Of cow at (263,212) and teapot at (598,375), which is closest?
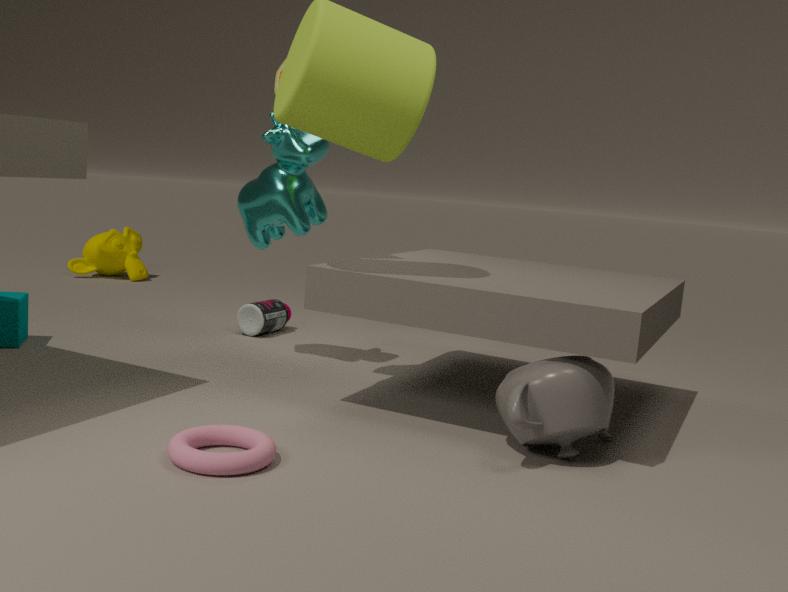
teapot at (598,375)
